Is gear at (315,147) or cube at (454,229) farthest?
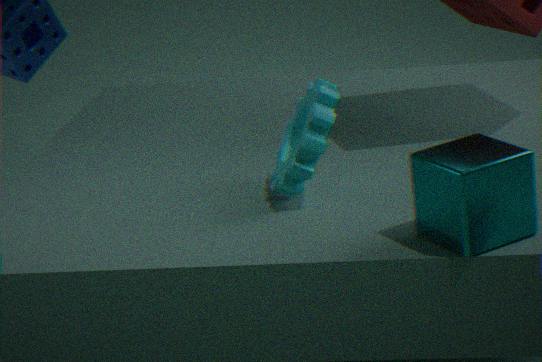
gear at (315,147)
